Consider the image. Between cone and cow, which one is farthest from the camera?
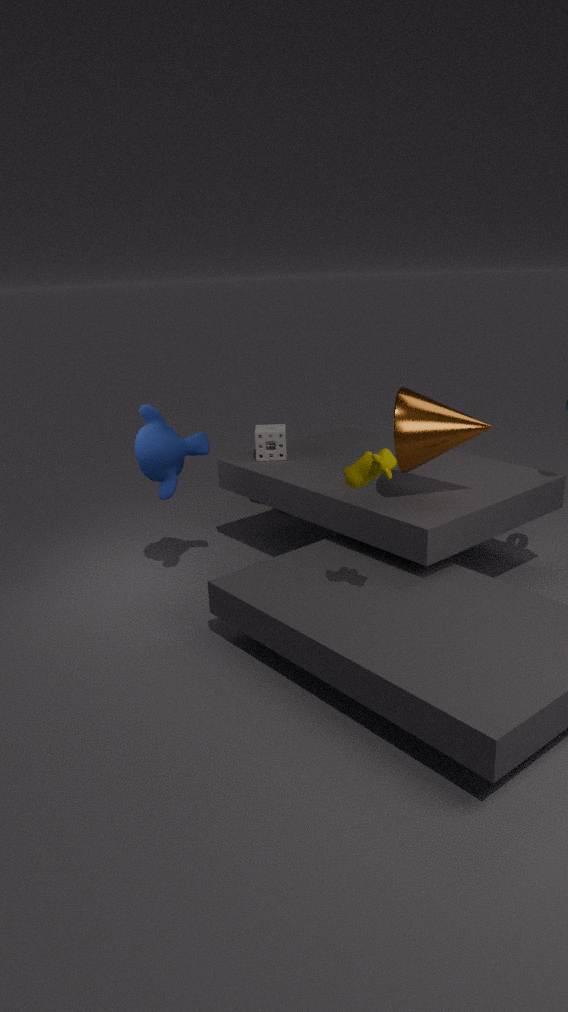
cone
